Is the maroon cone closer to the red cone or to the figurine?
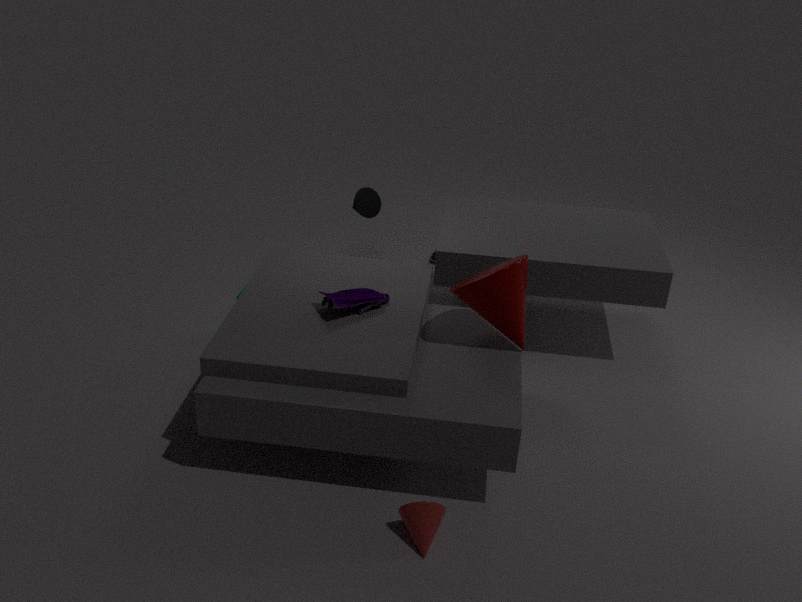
the figurine
